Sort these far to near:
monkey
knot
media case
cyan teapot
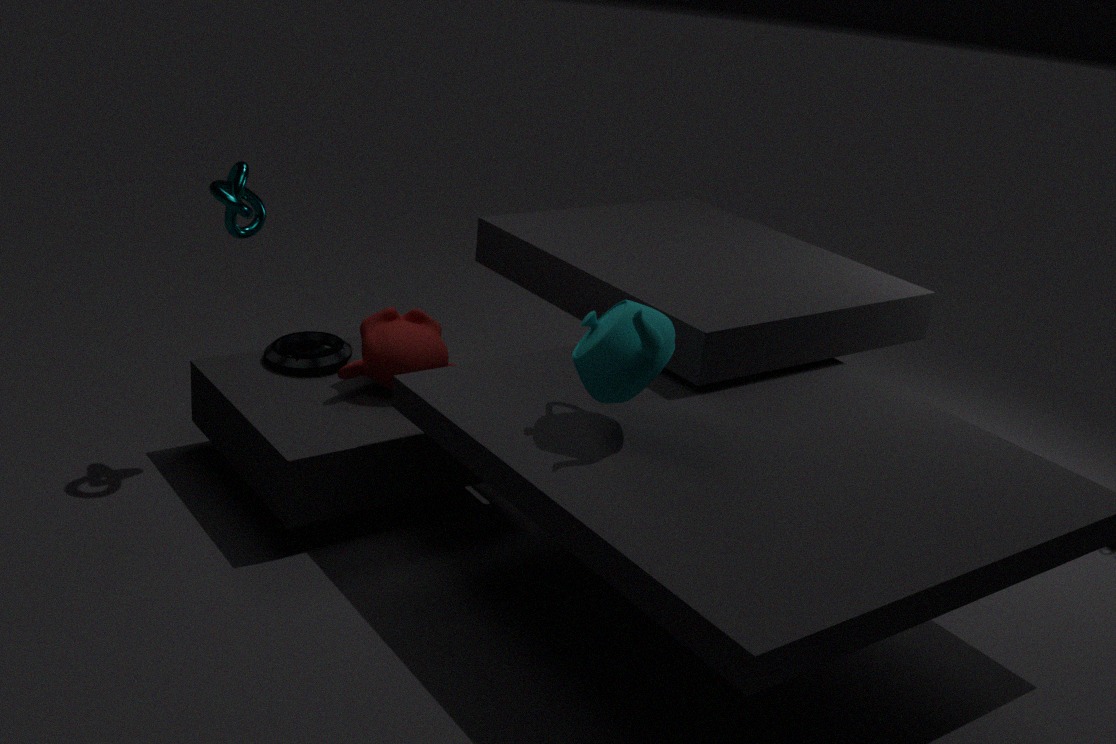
media case → monkey → knot → cyan teapot
